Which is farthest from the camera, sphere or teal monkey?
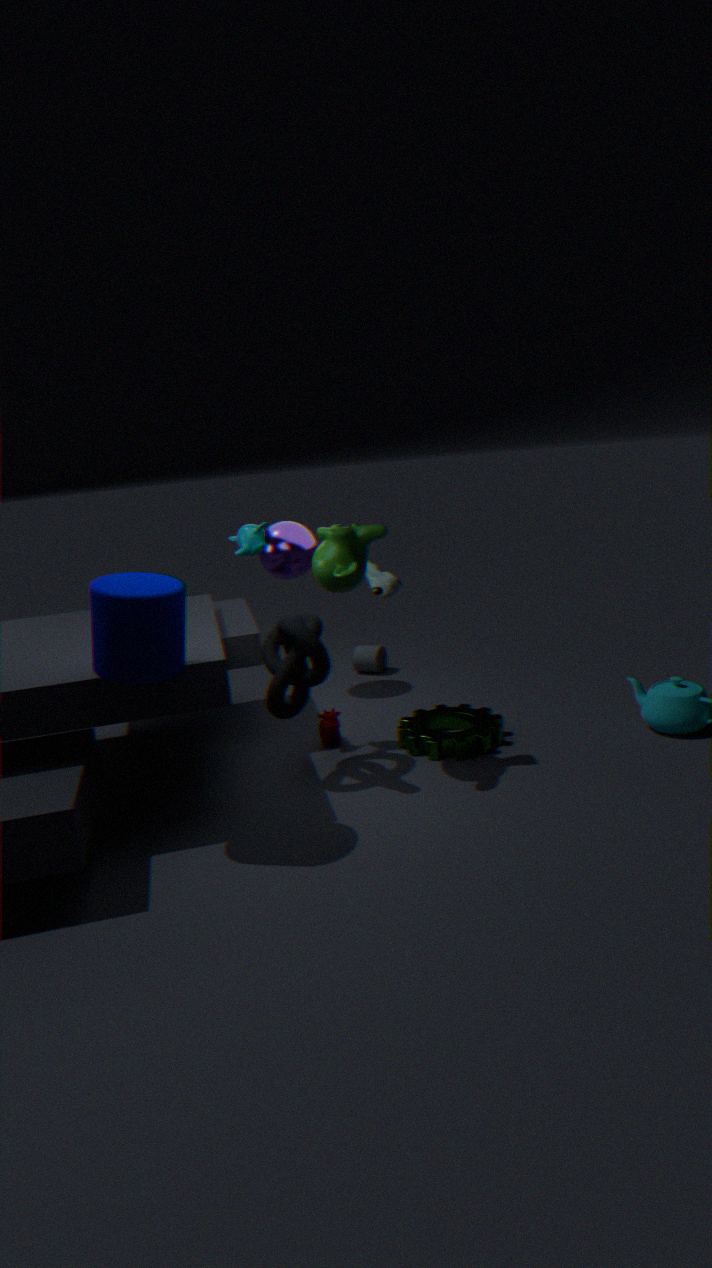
sphere
